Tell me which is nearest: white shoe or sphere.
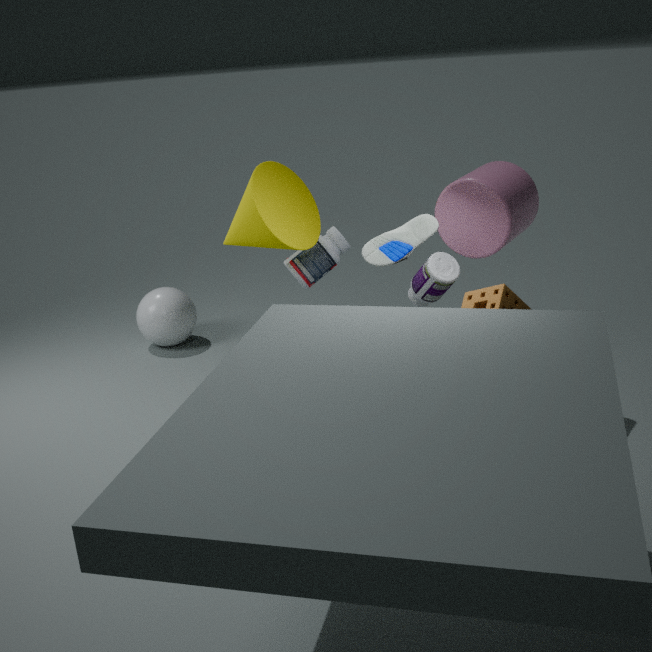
white shoe
